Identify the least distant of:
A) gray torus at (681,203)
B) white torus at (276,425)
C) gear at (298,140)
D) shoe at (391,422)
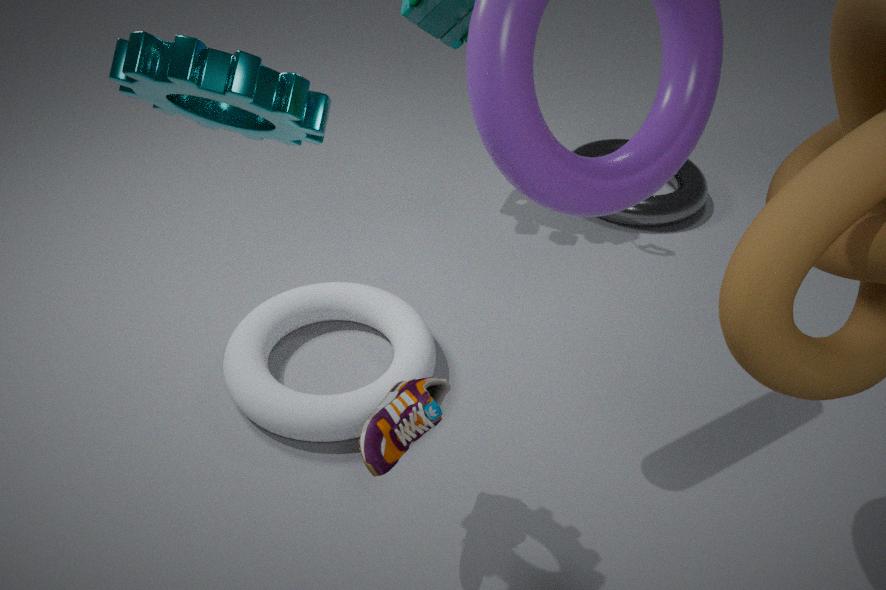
gear at (298,140)
